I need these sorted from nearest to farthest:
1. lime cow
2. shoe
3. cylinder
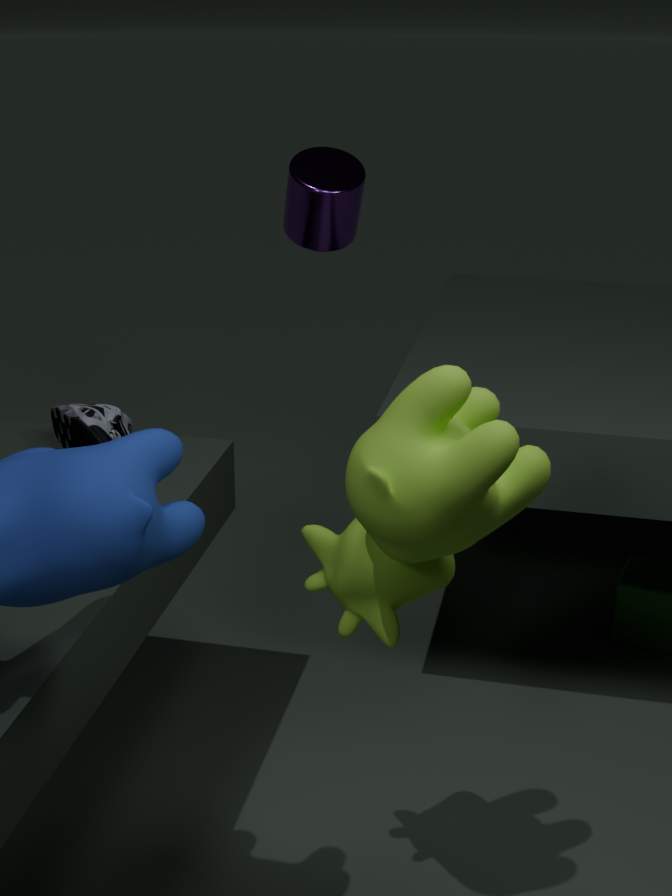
lime cow → shoe → cylinder
